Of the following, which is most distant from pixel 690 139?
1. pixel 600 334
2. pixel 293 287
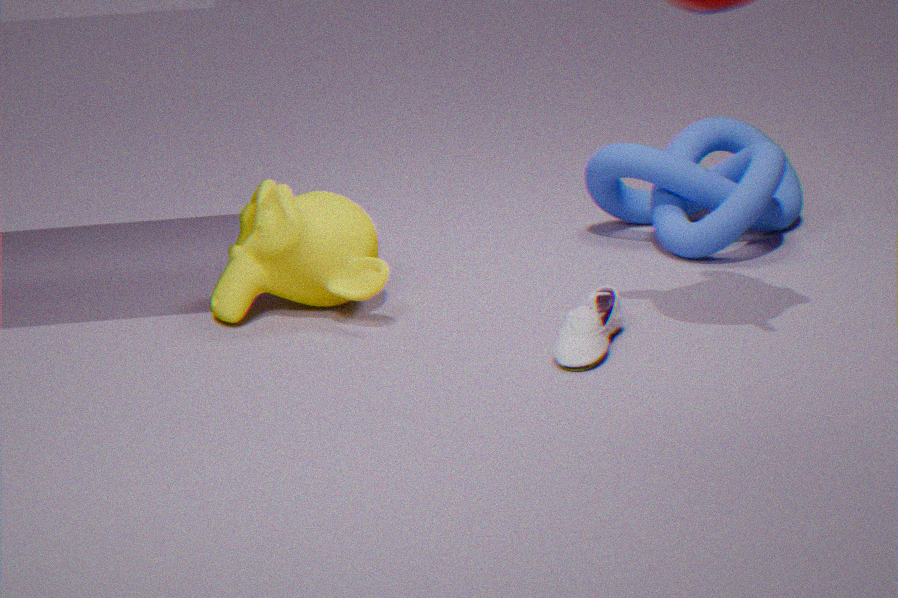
pixel 293 287
